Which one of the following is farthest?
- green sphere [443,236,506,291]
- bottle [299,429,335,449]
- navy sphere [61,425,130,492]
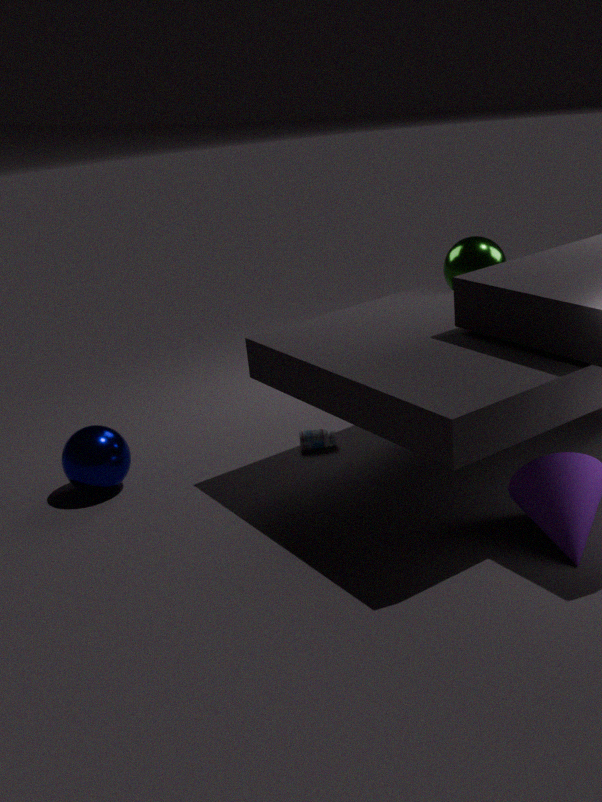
green sphere [443,236,506,291]
